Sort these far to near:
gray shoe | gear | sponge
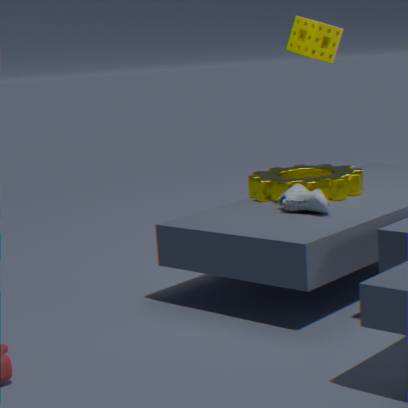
sponge → gear → gray shoe
